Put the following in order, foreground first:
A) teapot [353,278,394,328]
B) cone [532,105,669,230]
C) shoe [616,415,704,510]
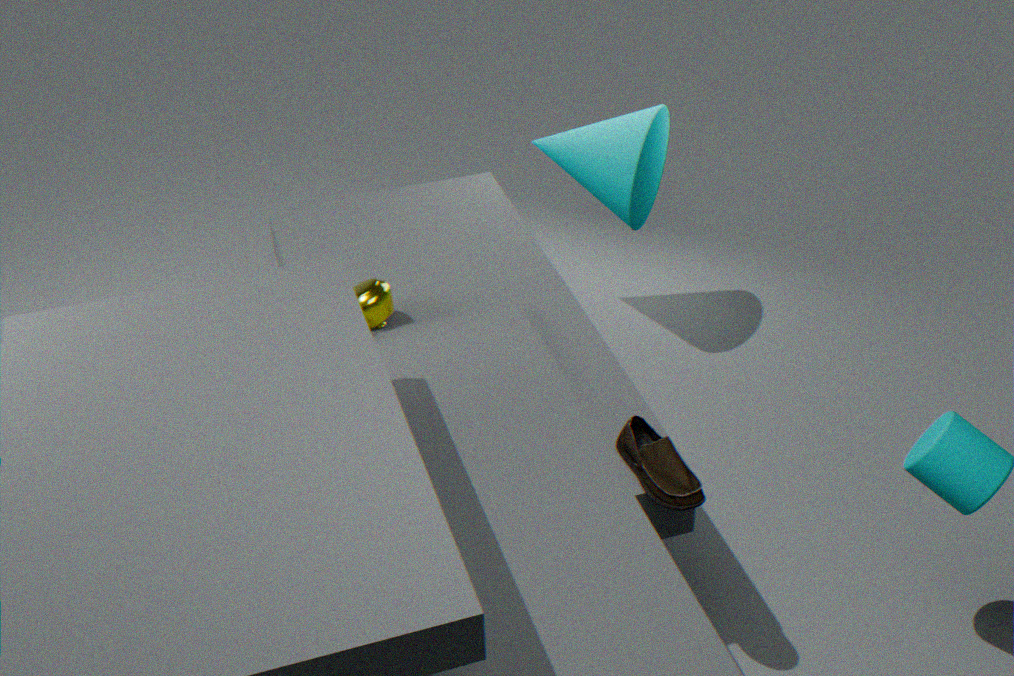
shoe [616,415,704,510] < teapot [353,278,394,328] < cone [532,105,669,230]
